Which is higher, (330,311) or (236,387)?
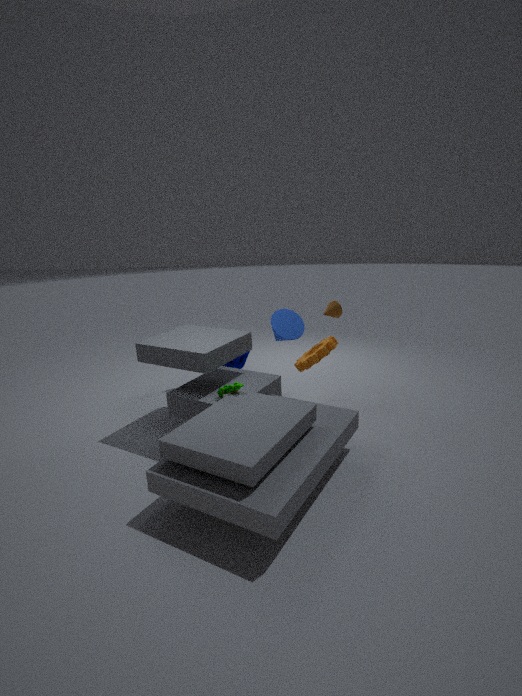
(330,311)
